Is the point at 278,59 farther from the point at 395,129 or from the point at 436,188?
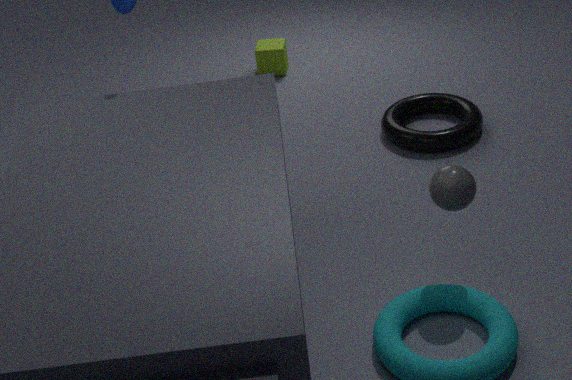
the point at 436,188
